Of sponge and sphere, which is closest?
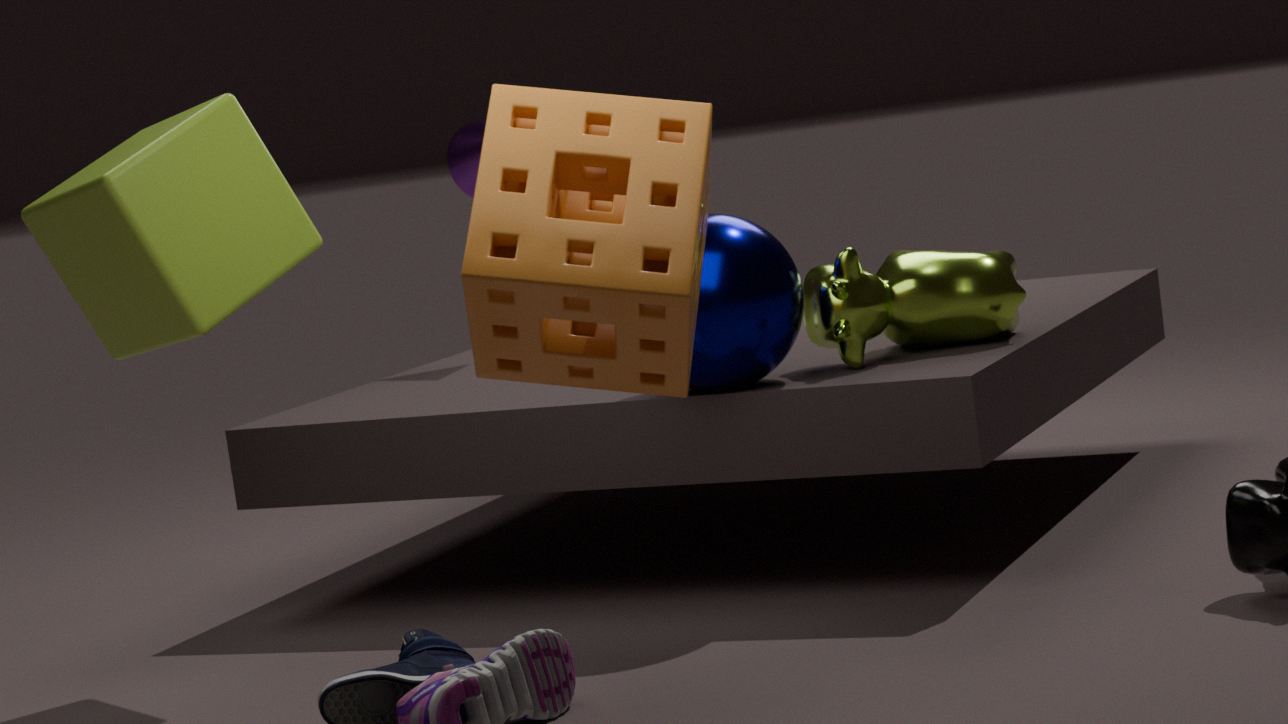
sponge
